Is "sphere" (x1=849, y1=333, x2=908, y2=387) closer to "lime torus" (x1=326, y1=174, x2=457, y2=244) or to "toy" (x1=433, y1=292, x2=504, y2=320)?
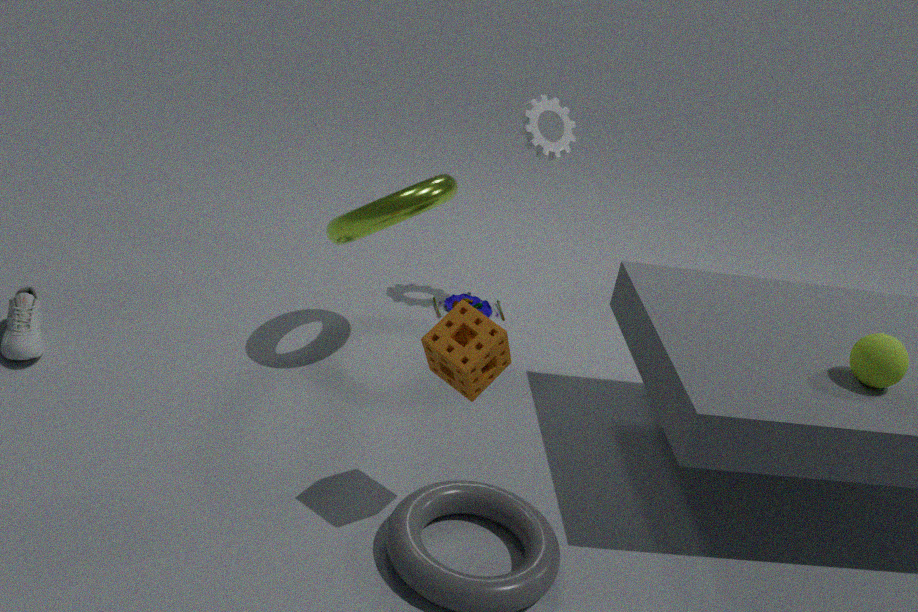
"lime torus" (x1=326, y1=174, x2=457, y2=244)
